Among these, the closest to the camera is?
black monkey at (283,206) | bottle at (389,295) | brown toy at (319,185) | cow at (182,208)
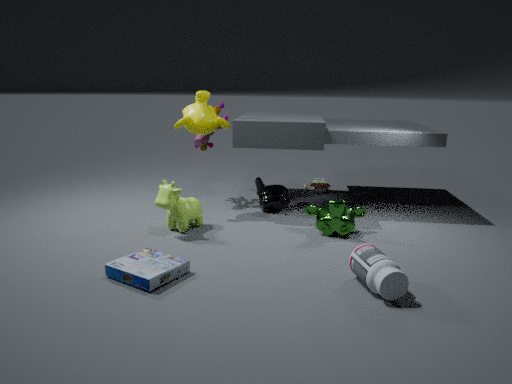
bottle at (389,295)
